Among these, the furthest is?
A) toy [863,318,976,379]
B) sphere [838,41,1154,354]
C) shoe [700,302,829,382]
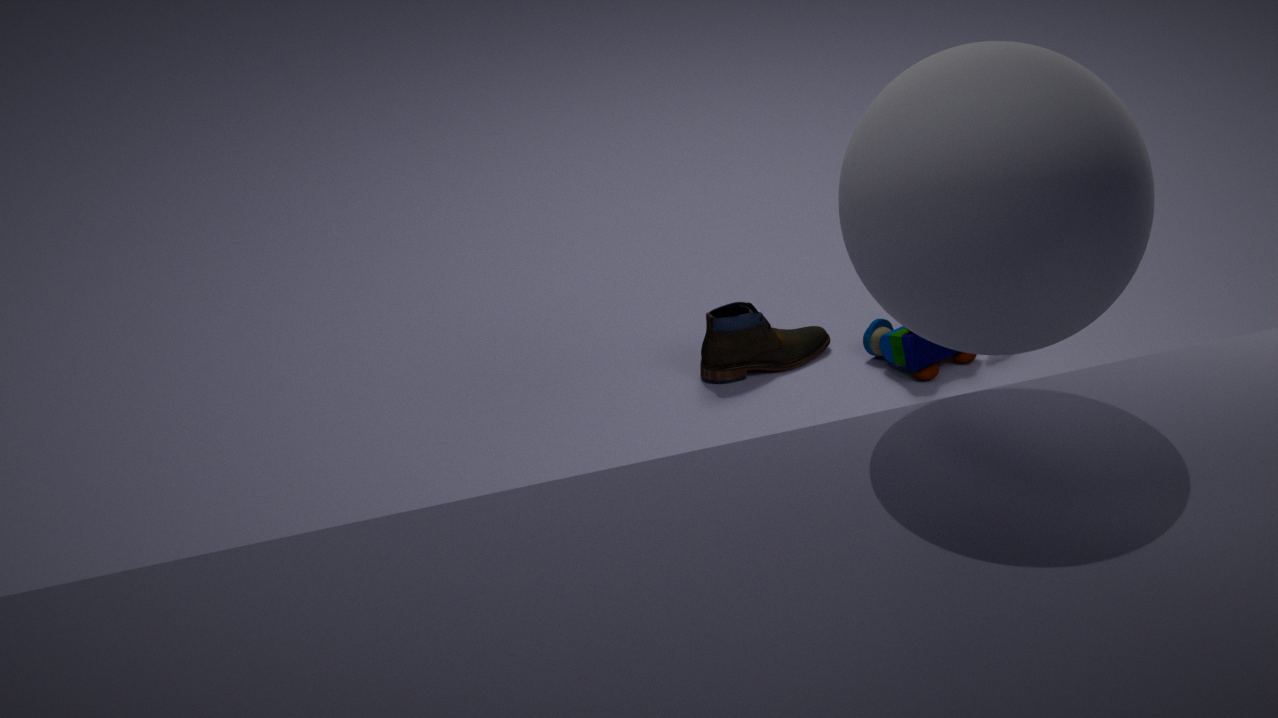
shoe [700,302,829,382]
